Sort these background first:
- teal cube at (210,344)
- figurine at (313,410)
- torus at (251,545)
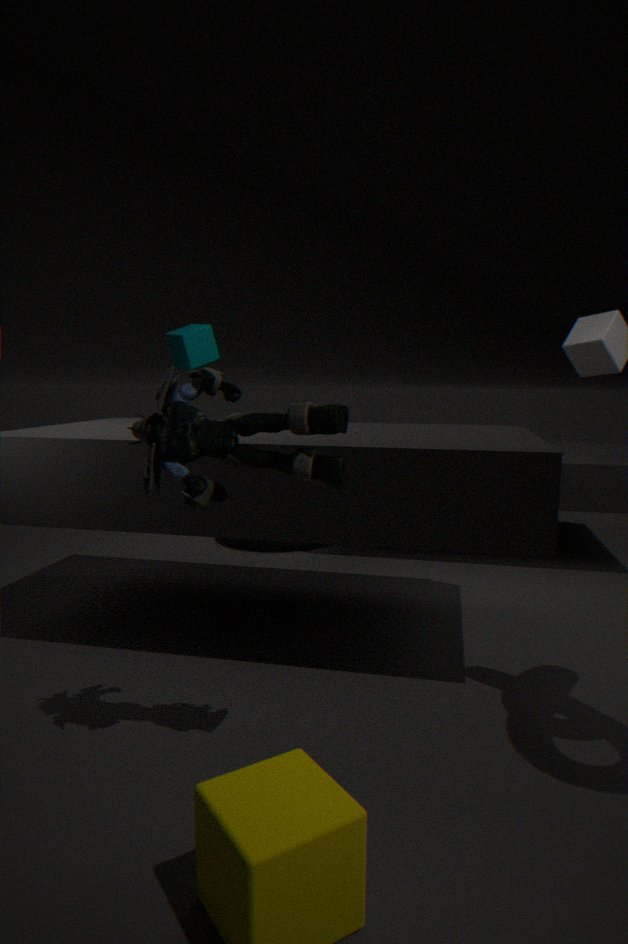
1. teal cube at (210,344)
2. torus at (251,545)
3. figurine at (313,410)
